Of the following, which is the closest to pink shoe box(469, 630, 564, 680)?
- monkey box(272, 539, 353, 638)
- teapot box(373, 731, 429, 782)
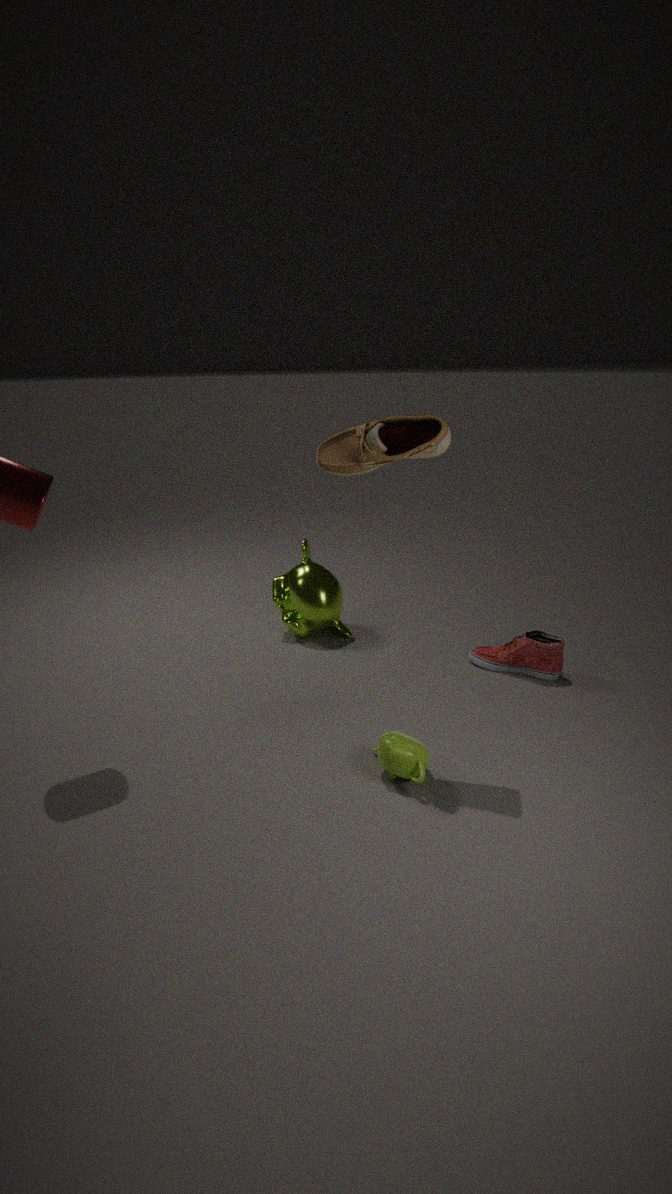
monkey box(272, 539, 353, 638)
